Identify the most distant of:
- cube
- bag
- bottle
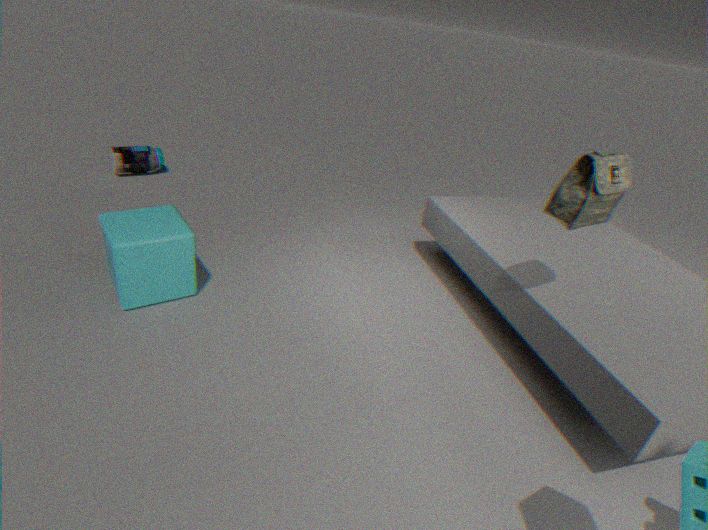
bottle
